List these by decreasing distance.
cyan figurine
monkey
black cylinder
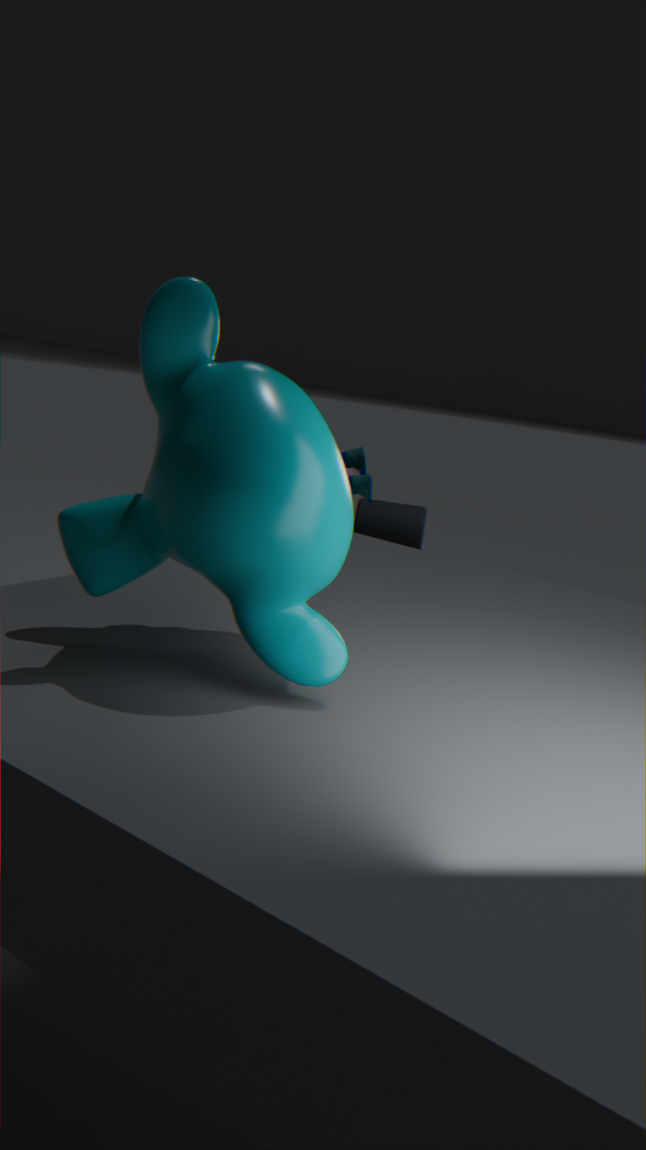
1. black cylinder
2. cyan figurine
3. monkey
